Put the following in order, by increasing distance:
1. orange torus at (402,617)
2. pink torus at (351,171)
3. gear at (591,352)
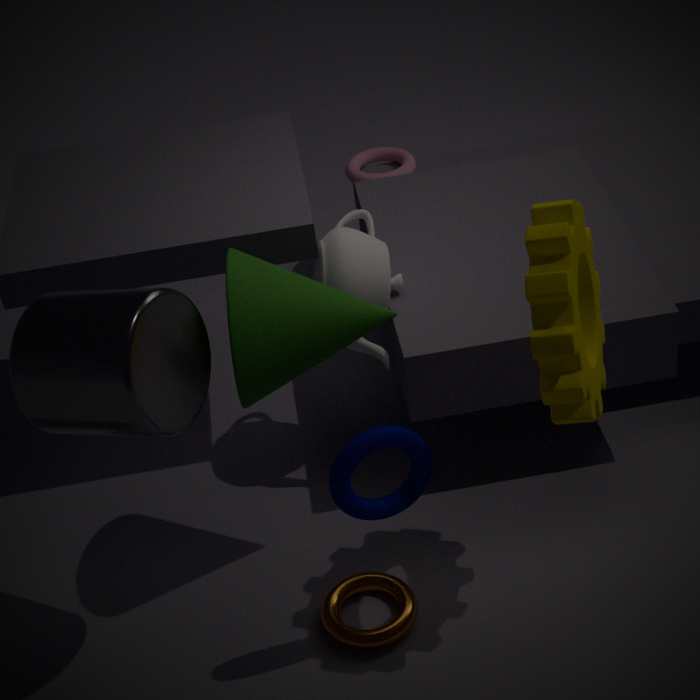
gear at (591,352), orange torus at (402,617), pink torus at (351,171)
